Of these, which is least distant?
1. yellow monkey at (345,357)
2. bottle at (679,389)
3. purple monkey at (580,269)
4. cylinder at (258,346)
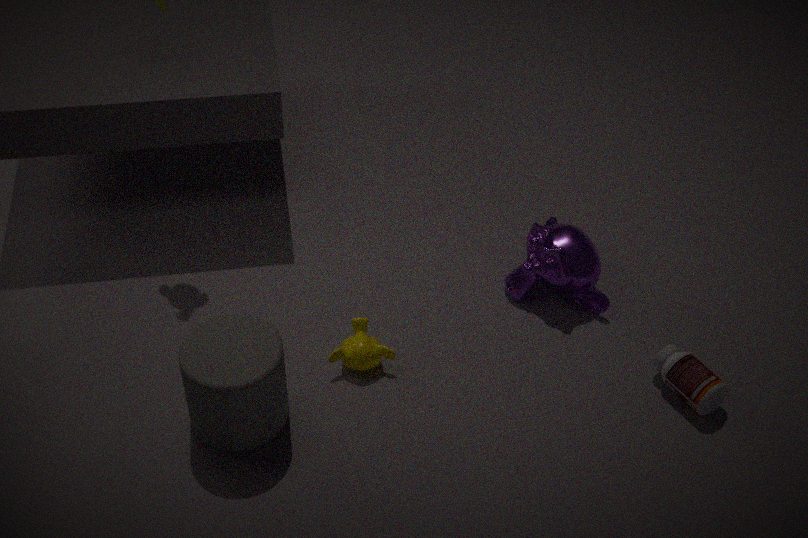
cylinder at (258,346)
